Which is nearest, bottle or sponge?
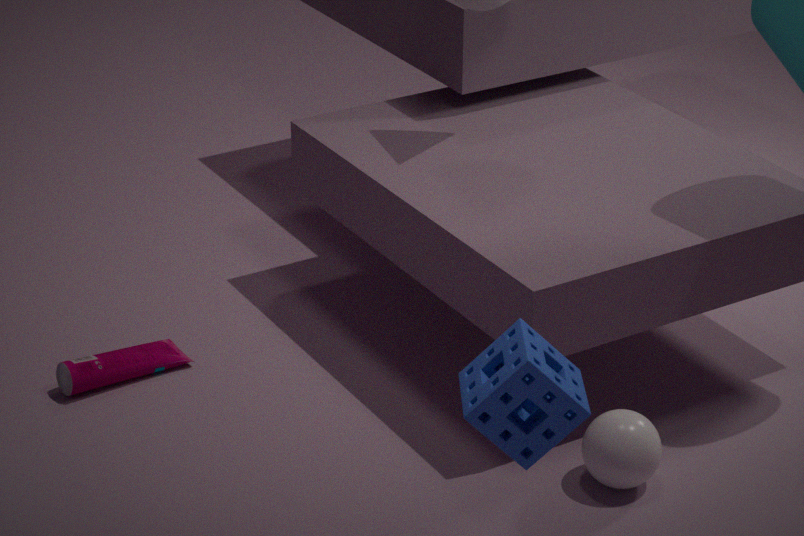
sponge
